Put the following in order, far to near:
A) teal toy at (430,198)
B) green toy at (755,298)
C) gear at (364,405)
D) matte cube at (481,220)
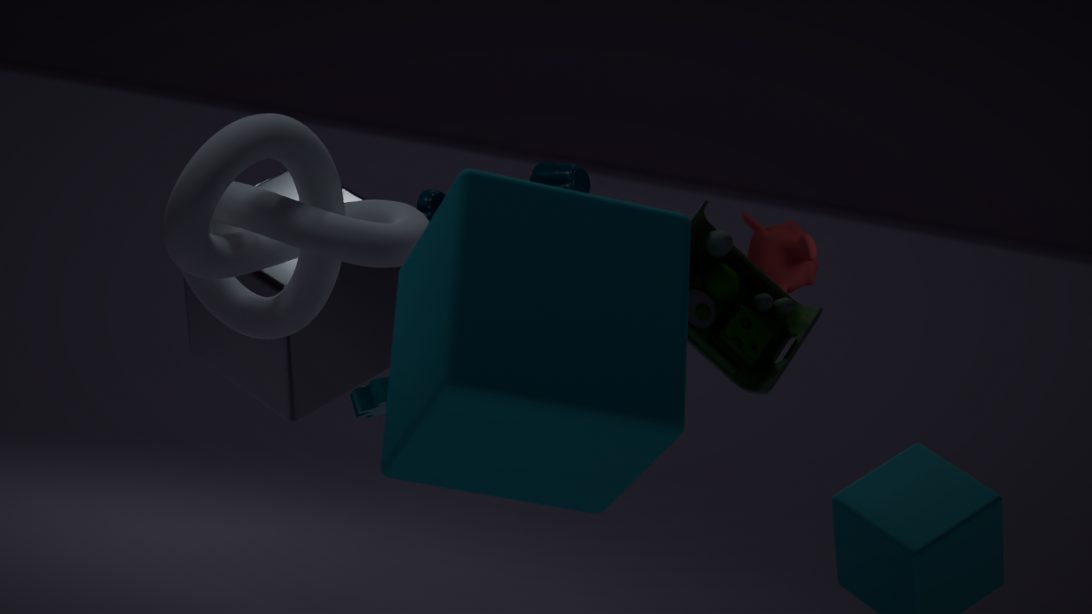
teal toy at (430,198) → gear at (364,405) → green toy at (755,298) → matte cube at (481,220)
